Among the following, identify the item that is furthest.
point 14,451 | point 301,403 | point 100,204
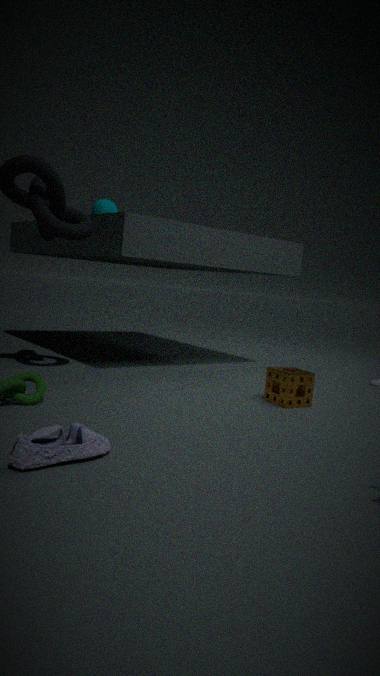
point 100,204
